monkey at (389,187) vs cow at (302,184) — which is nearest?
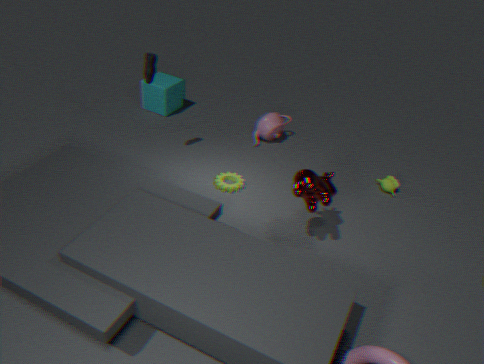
cow at (302,184)
